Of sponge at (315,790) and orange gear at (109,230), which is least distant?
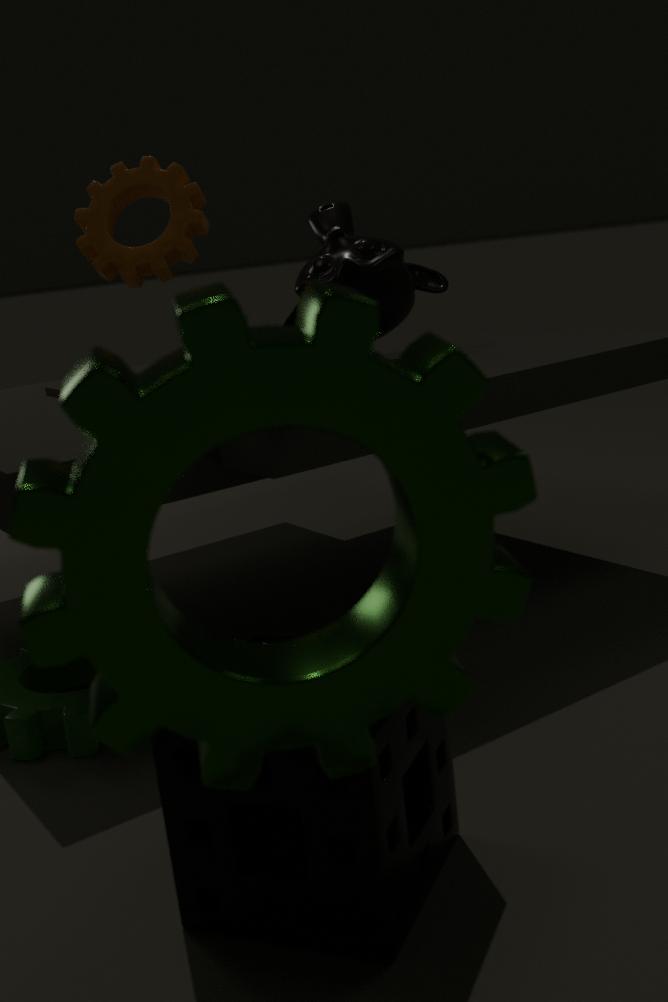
sponge at (315,790)
